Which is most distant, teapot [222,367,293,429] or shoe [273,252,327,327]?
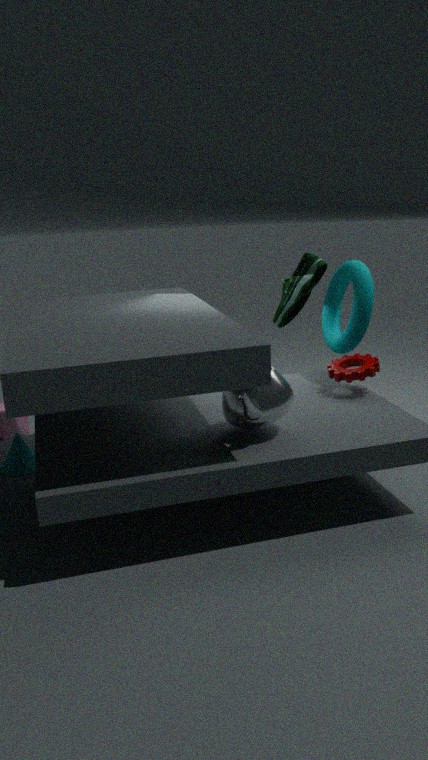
shoe [273,252,327,327]
